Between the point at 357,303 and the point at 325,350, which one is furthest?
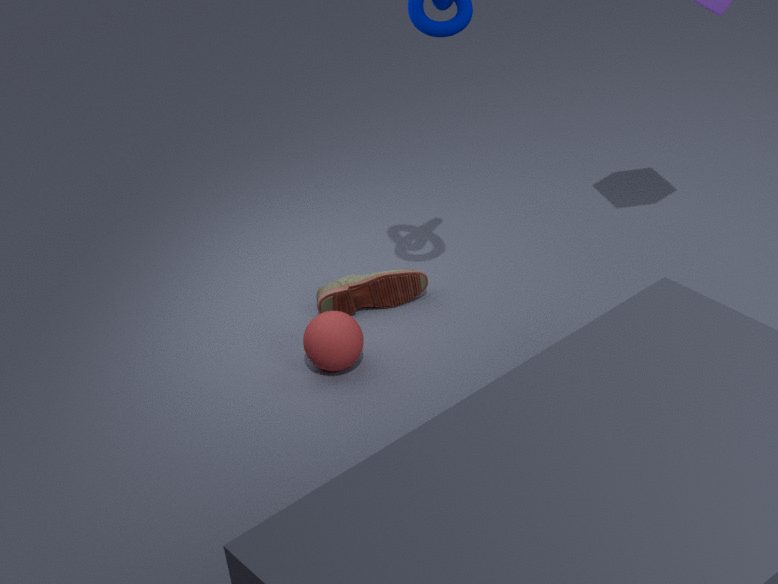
the point at 357,303
